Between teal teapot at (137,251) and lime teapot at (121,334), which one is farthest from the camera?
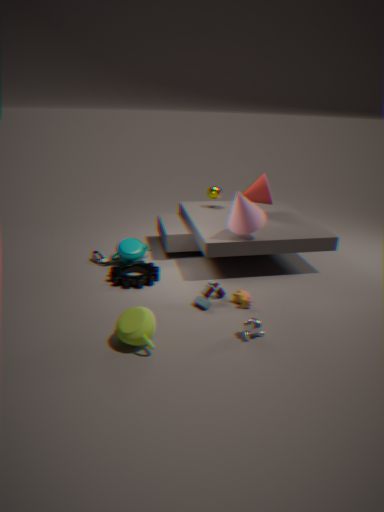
teal teapot at (137,251)
